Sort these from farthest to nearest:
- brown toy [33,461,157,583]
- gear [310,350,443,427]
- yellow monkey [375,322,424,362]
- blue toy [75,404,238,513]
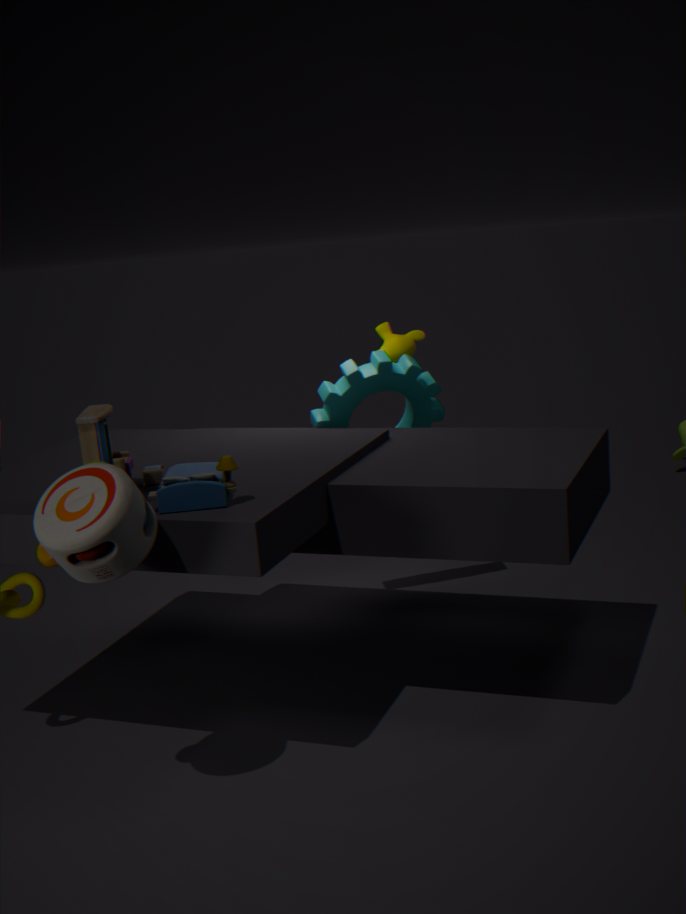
yellow monkey [375,322,424,362] < gear [310,350,443,427] < blue toy [75,404,238,513] < brown toy [33,461,157,583]
